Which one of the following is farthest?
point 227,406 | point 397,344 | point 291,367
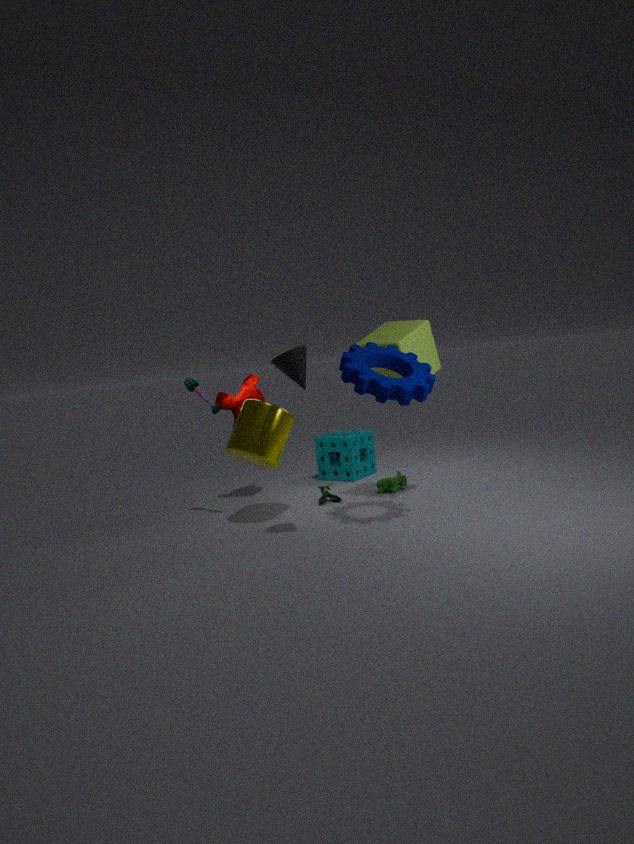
point 227,406
